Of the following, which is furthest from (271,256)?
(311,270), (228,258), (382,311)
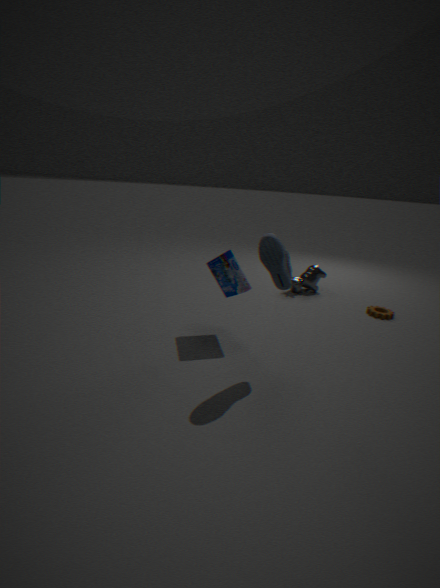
(311,270)
